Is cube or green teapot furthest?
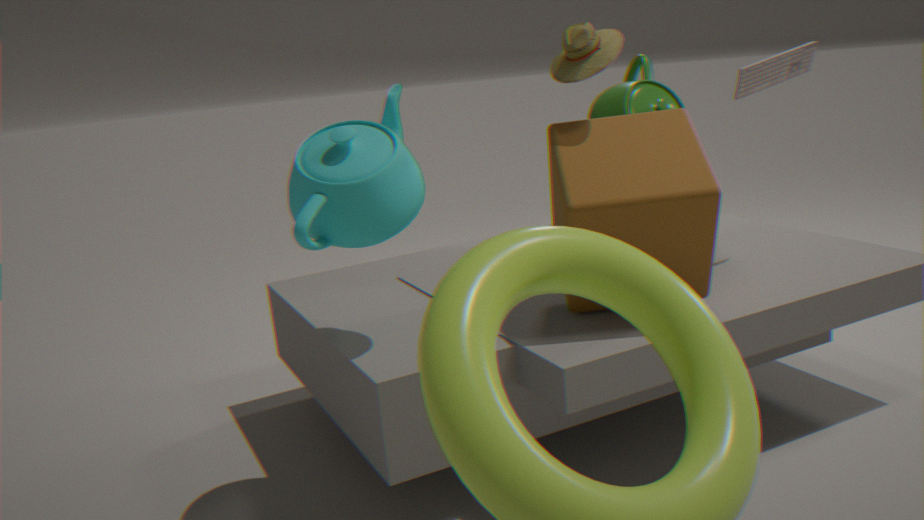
green teapot
